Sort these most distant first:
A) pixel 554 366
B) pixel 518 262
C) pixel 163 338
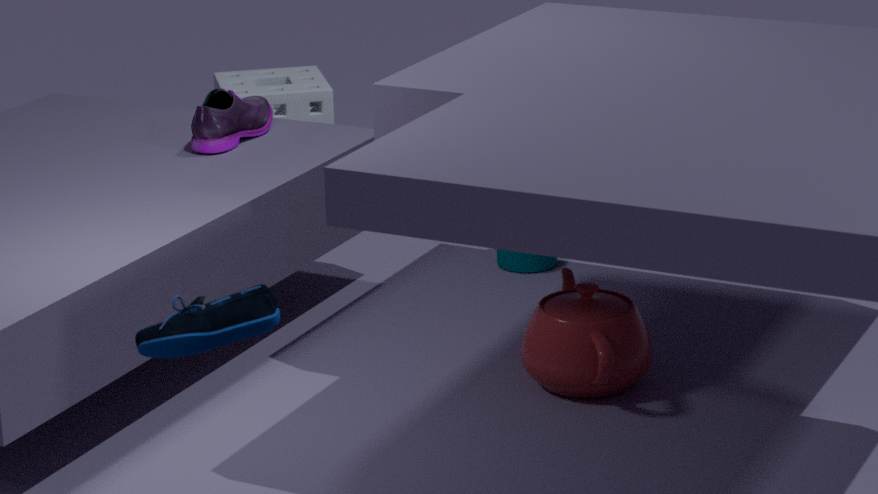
1. pixel 518 262
2. pixel 554 366
3. pixel 163 338
